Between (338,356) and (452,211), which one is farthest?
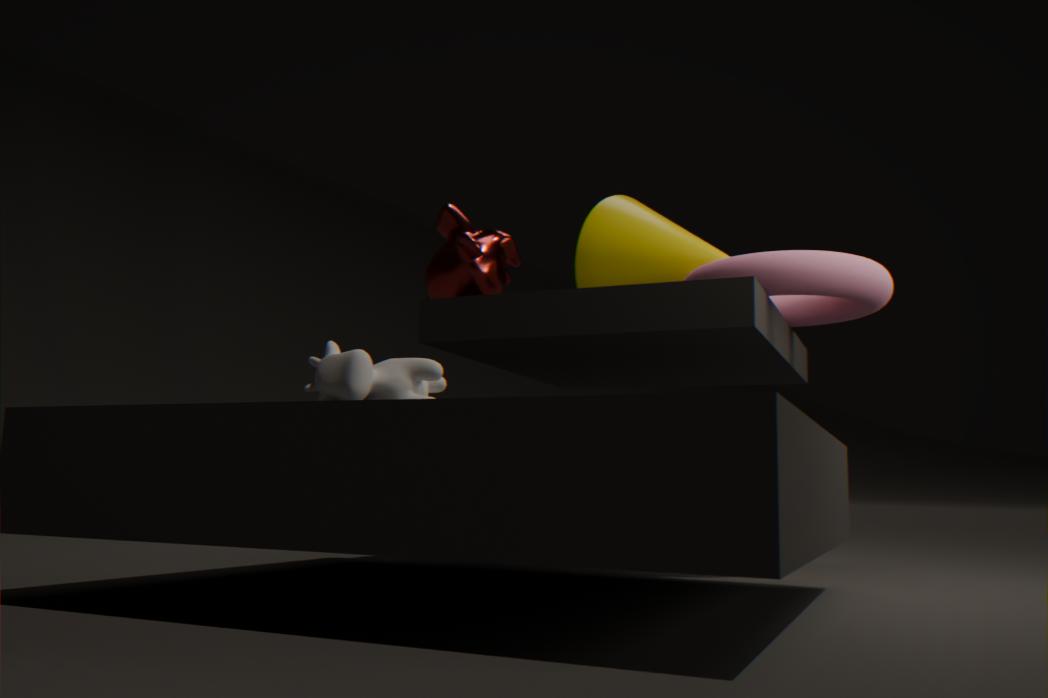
(452,211)
